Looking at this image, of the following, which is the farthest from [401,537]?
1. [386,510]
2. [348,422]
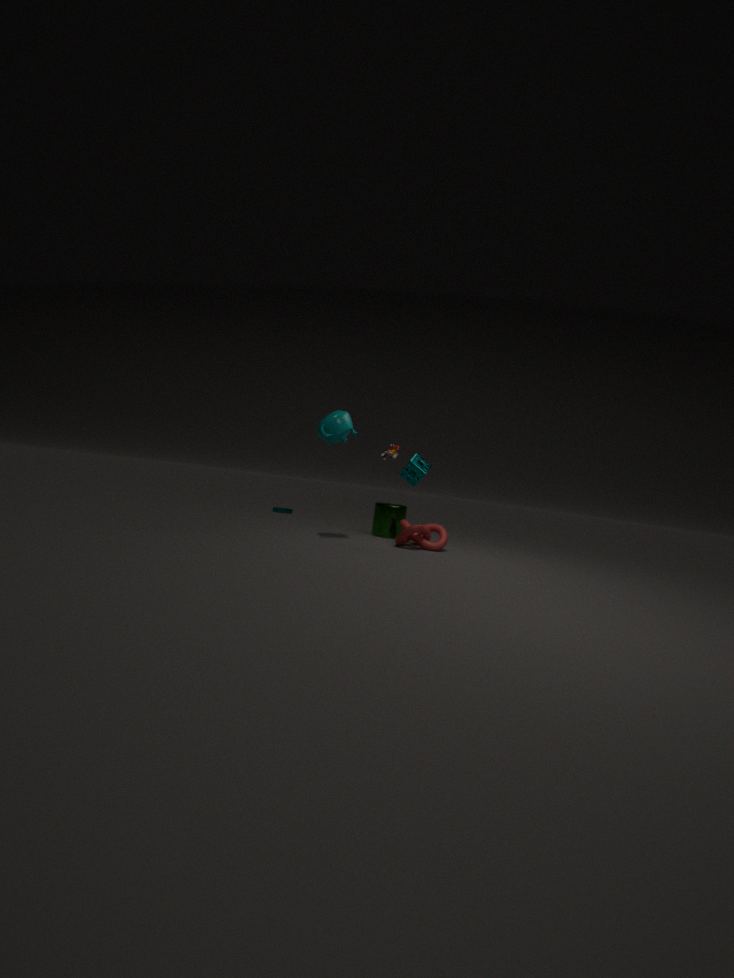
[348,422]
